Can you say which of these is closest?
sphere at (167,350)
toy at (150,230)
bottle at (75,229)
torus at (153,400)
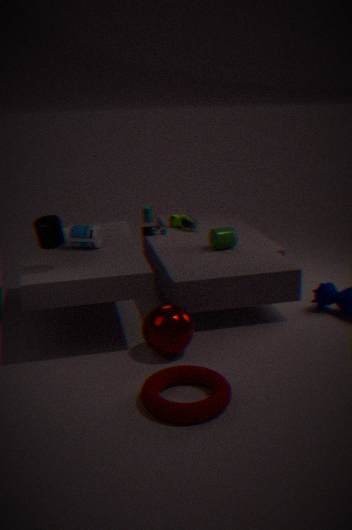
torus at (153,400)
